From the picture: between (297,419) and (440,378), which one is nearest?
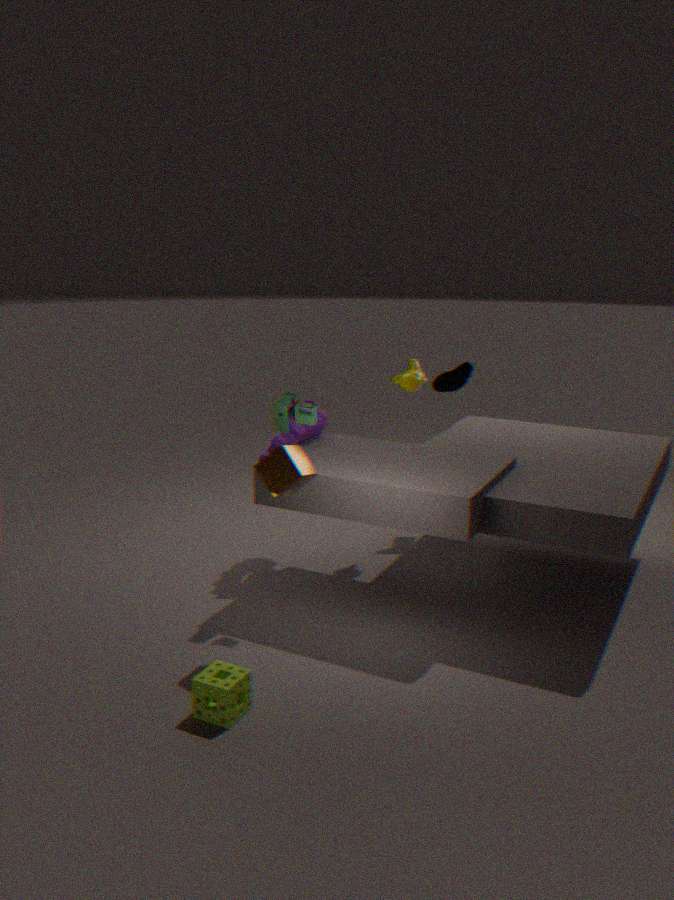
(297,419)
